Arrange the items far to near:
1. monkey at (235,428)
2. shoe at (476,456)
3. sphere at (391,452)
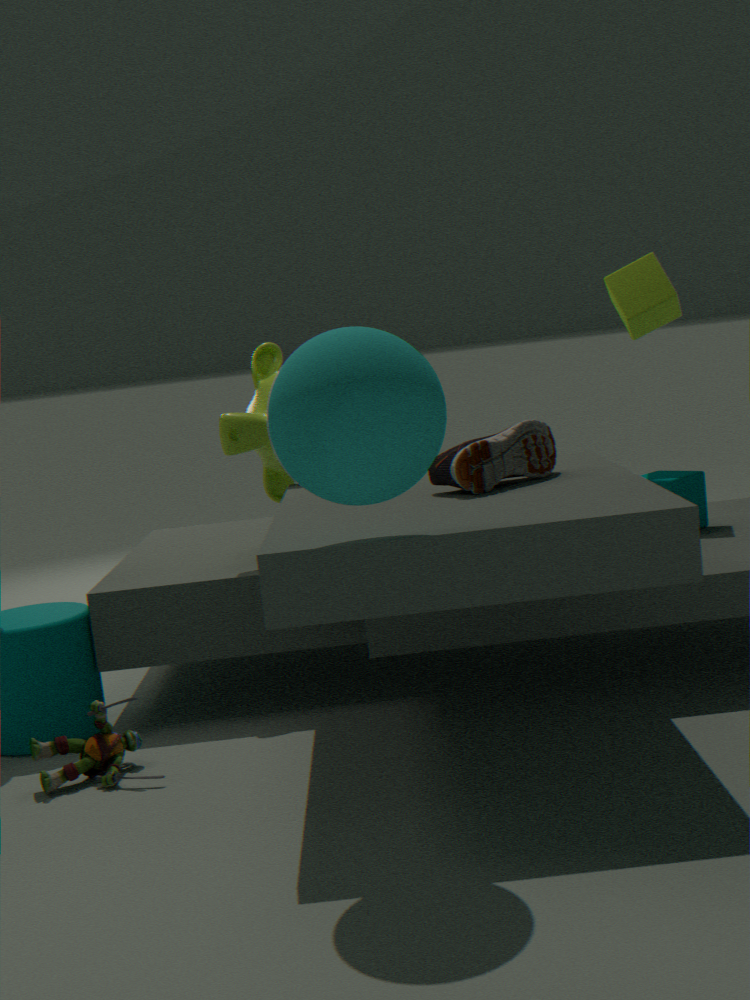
monkey at (235,428)
shoe at (476,456)
sphere at (391,452)
